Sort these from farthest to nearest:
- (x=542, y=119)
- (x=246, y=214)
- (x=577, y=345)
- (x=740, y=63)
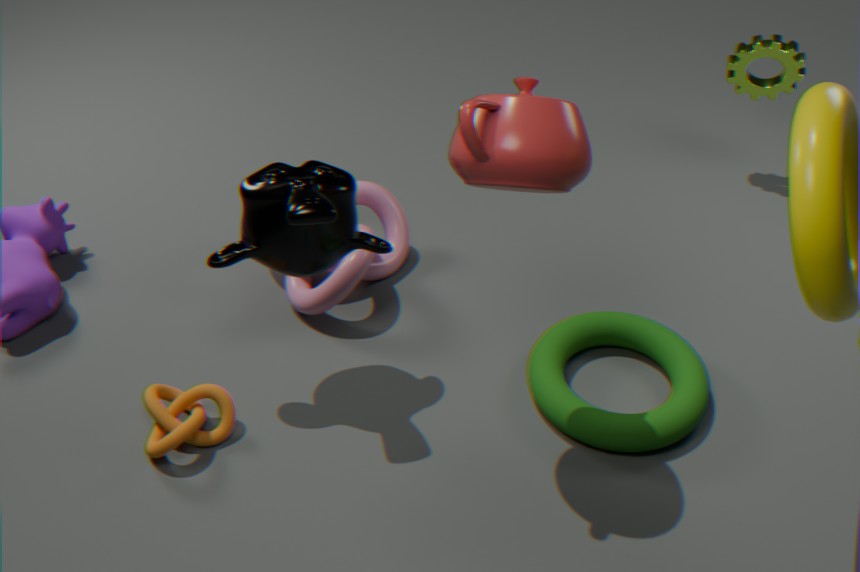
(x=740, y=63)
(x=577, y=345)
(x=246, y=214)
(x=542, y=119)
